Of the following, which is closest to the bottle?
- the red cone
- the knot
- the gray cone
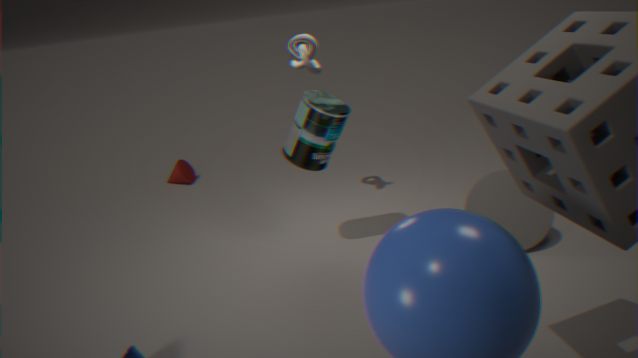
the knot
